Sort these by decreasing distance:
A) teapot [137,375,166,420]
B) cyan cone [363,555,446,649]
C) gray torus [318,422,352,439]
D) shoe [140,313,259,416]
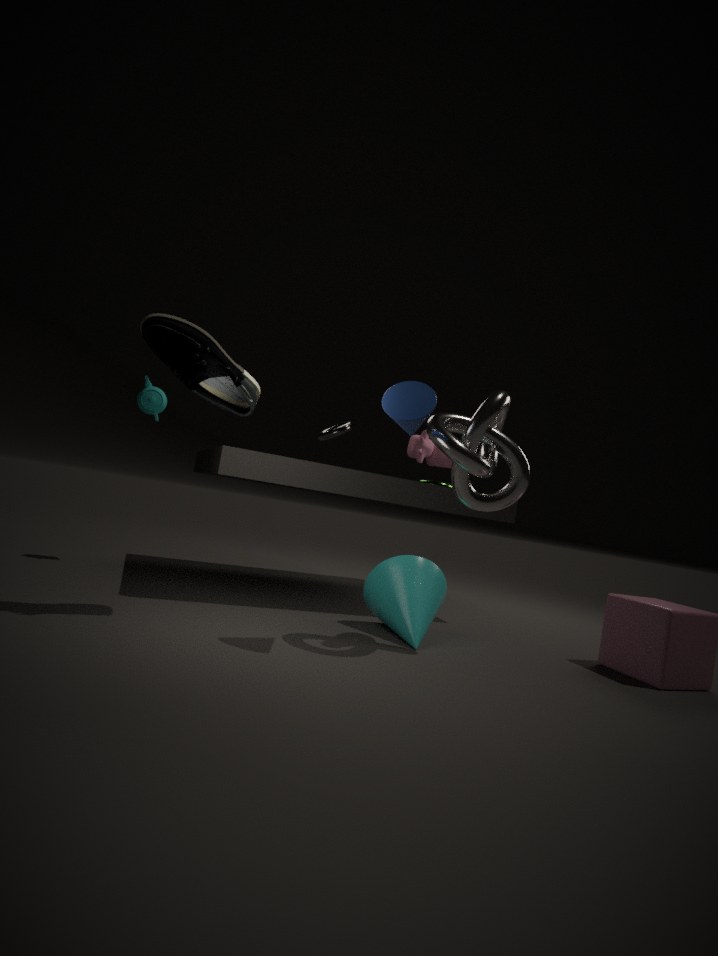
gray torus [318,422,352,439], teapot [137,375,166,420], cyan cone [363,555,446,649], shoe [140,313,259,416]
